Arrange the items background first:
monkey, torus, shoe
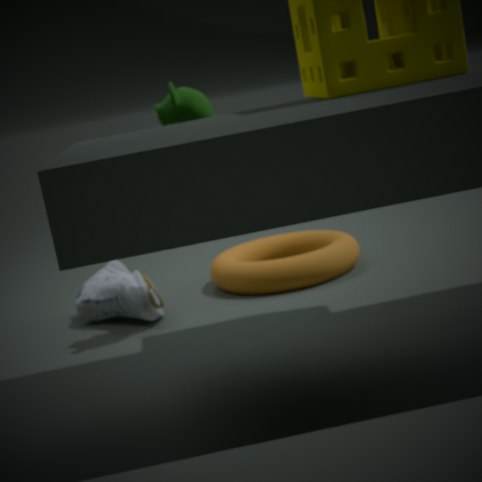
torus → shoe → monkey
